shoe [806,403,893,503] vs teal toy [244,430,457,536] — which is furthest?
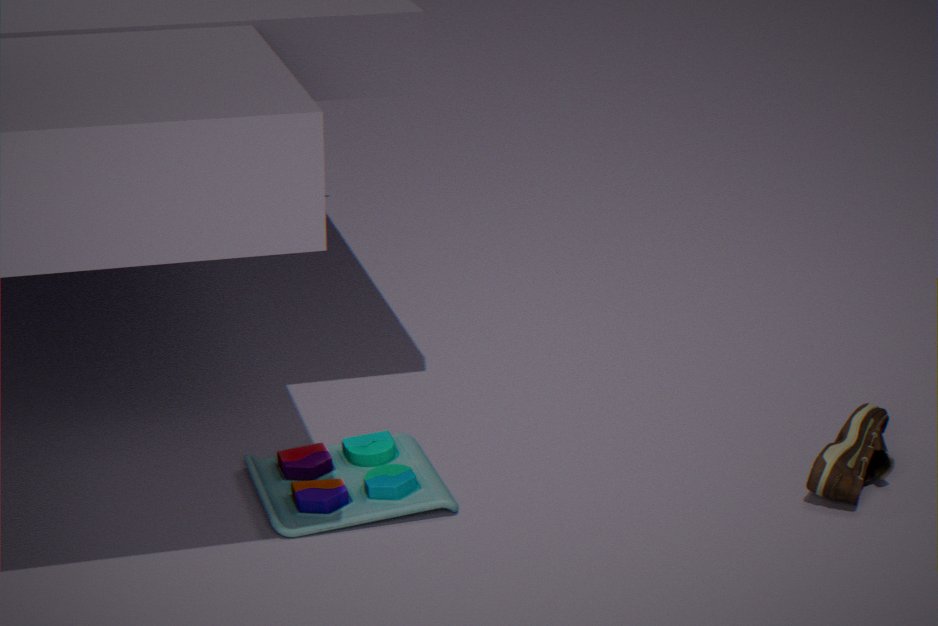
shoe [806,403,893,503]
